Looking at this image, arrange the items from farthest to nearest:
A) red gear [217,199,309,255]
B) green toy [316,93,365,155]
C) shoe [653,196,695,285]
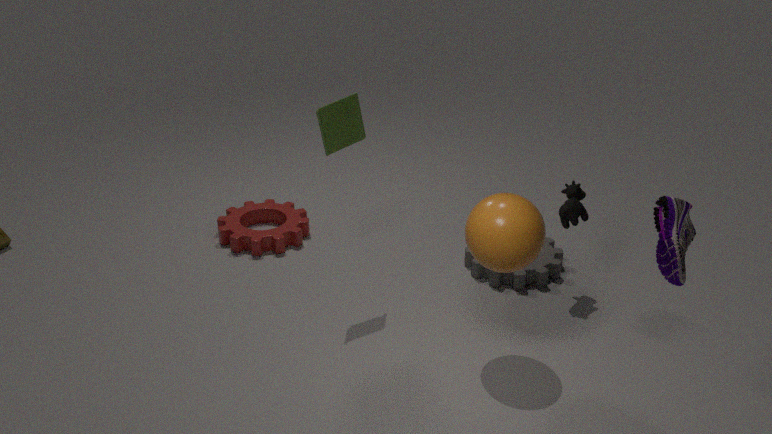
red gear [217,199,309,255]
green toy [316,93,365,155]
shoe [653,196,695,285]
